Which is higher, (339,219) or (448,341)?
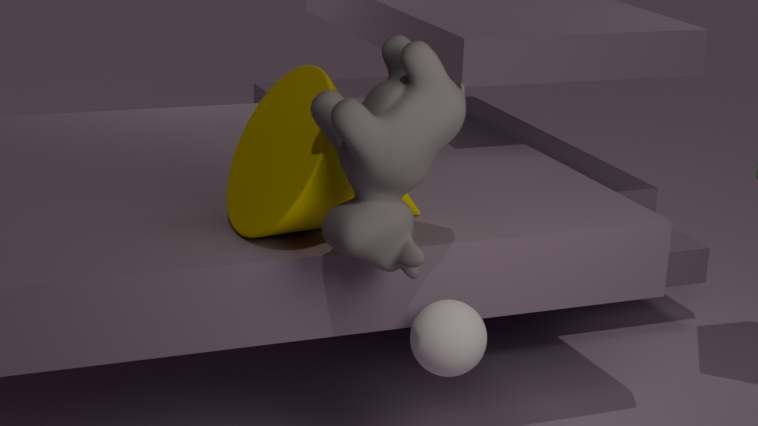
(339,219)
